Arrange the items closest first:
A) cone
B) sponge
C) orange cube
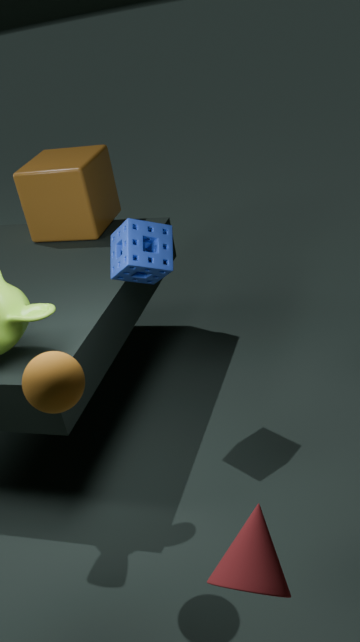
cone → sponge → orange cube
